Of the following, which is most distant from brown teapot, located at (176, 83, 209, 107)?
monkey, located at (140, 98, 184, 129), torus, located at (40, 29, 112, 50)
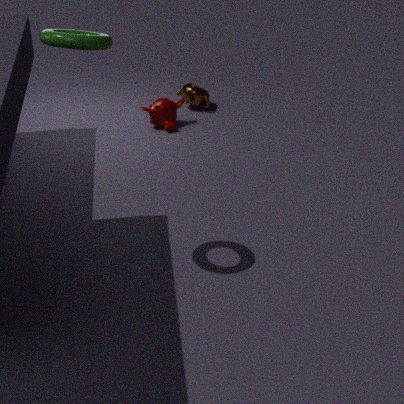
torus, located at (40, 29, 112, 50)
